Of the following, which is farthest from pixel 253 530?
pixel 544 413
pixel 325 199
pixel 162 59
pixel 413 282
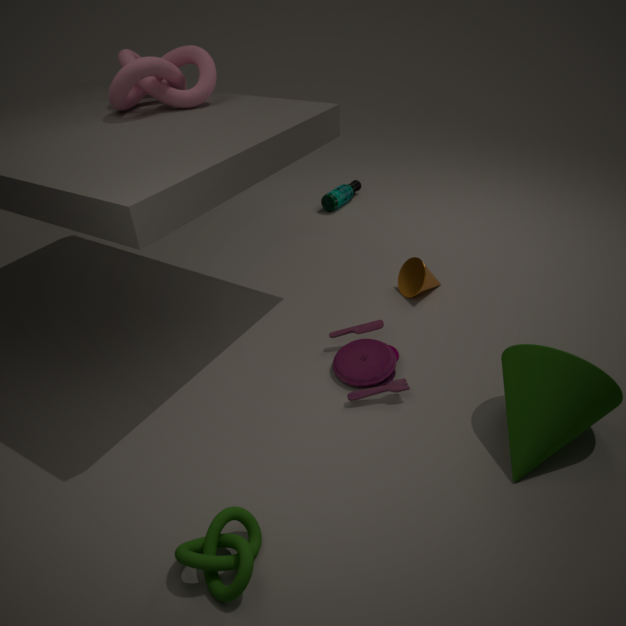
pixel 325 199
